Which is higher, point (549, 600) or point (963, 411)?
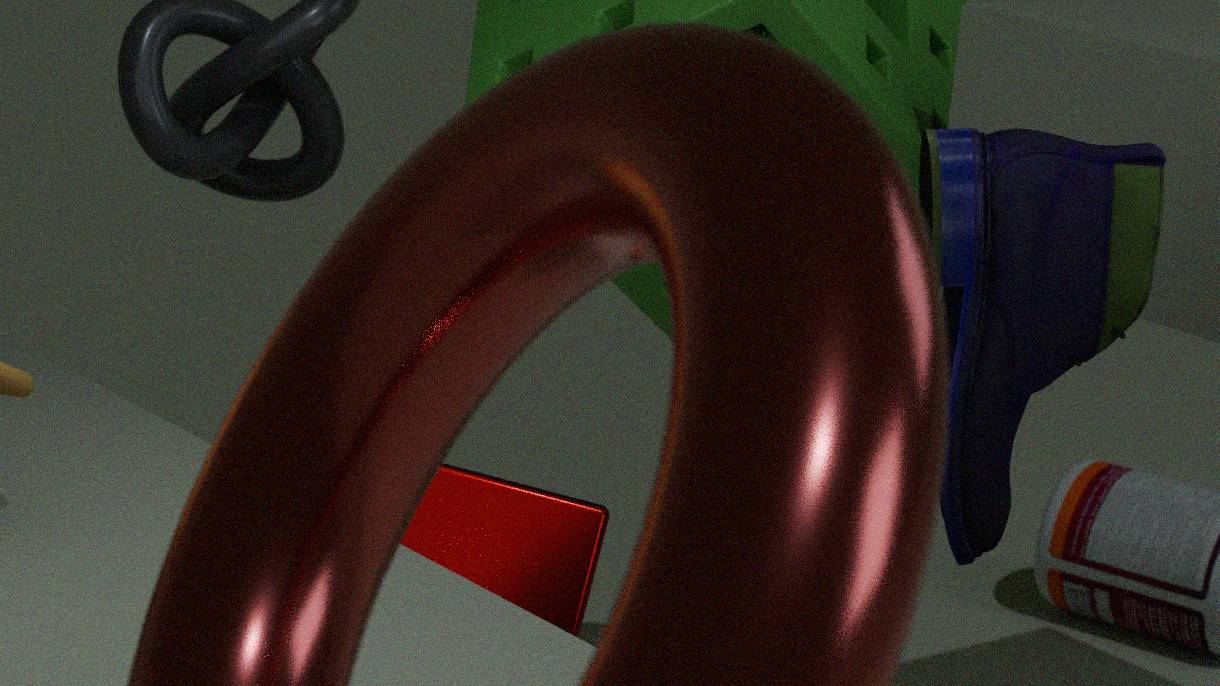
point (963, 411)
